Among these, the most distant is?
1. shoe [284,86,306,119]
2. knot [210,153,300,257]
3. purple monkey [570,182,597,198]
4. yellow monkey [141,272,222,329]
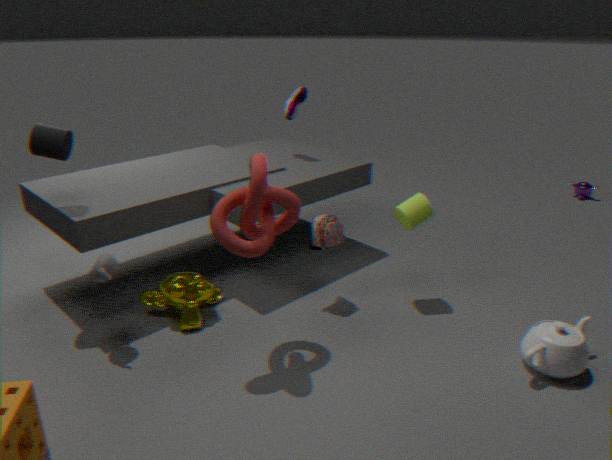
purple monkey [570,182,597,198]
